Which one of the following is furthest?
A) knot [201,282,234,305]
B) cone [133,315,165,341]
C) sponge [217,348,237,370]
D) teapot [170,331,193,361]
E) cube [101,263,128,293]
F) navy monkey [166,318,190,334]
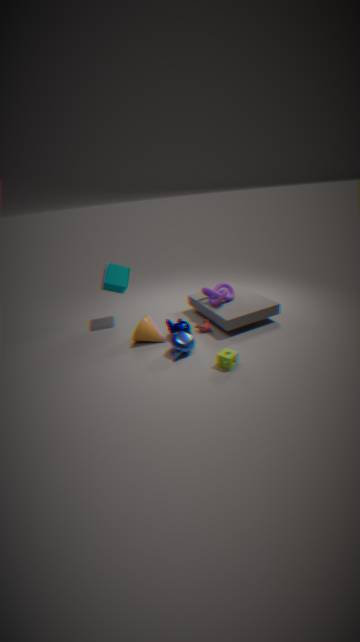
cube [101,263,128,293]
